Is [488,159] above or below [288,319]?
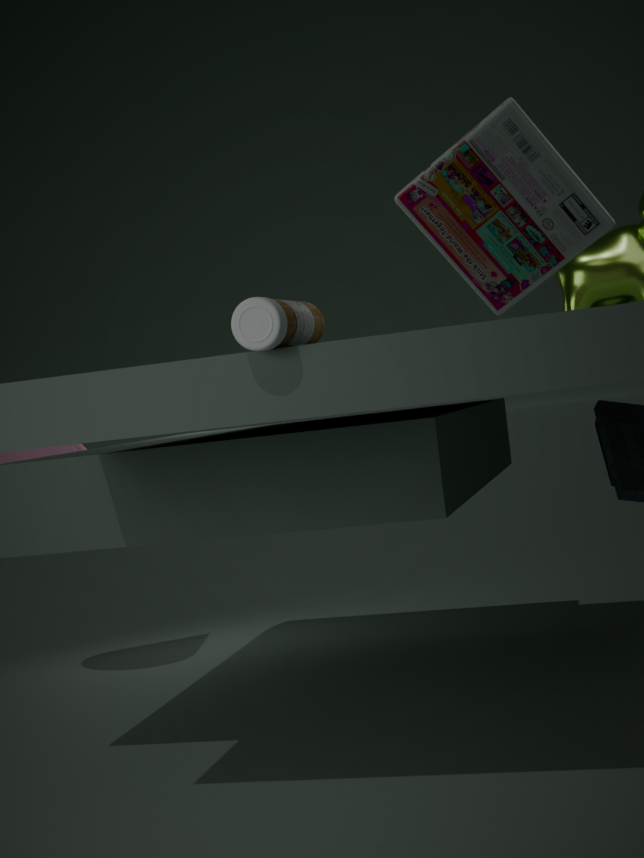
above
